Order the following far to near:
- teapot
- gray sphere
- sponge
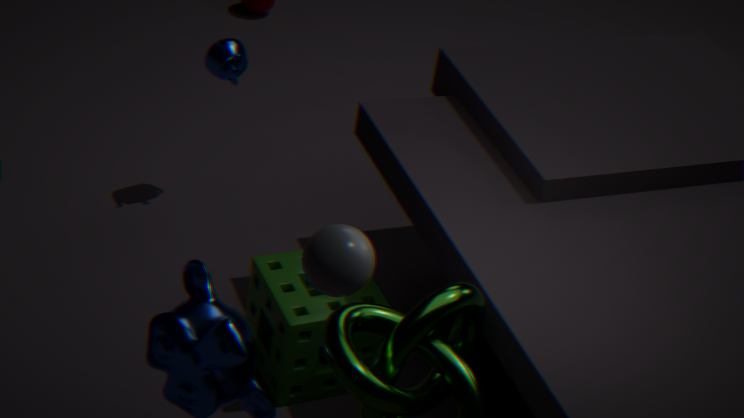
teapot
sponge
gray sphere
